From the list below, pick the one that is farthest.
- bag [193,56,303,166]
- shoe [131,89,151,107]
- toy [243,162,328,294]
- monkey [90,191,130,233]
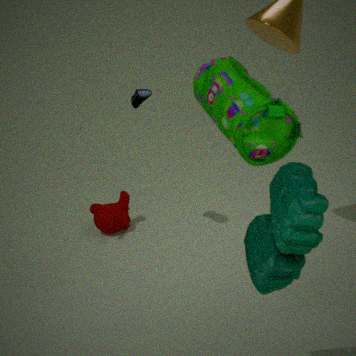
monkey [90,191,130,233]
